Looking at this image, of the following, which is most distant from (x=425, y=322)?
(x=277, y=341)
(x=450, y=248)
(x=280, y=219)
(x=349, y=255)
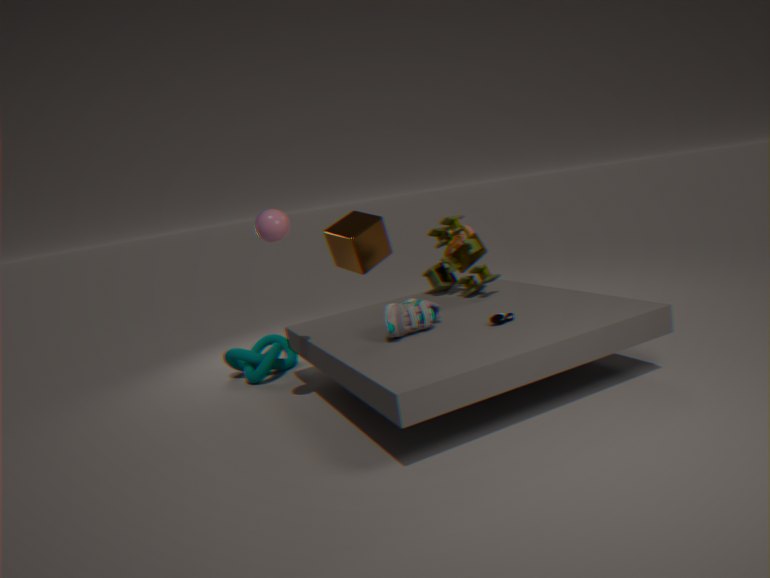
(x=349, y=255)
